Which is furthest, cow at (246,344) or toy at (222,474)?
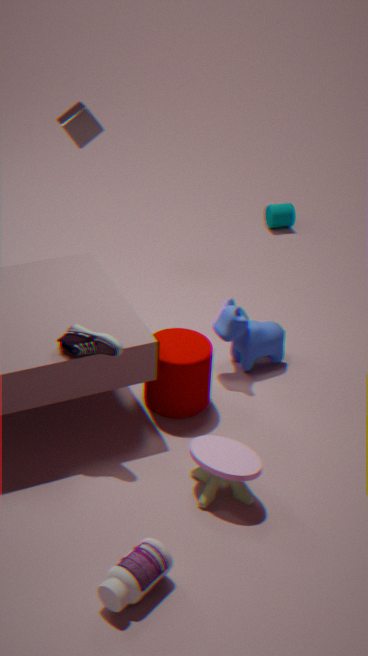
cow at (246,344)
